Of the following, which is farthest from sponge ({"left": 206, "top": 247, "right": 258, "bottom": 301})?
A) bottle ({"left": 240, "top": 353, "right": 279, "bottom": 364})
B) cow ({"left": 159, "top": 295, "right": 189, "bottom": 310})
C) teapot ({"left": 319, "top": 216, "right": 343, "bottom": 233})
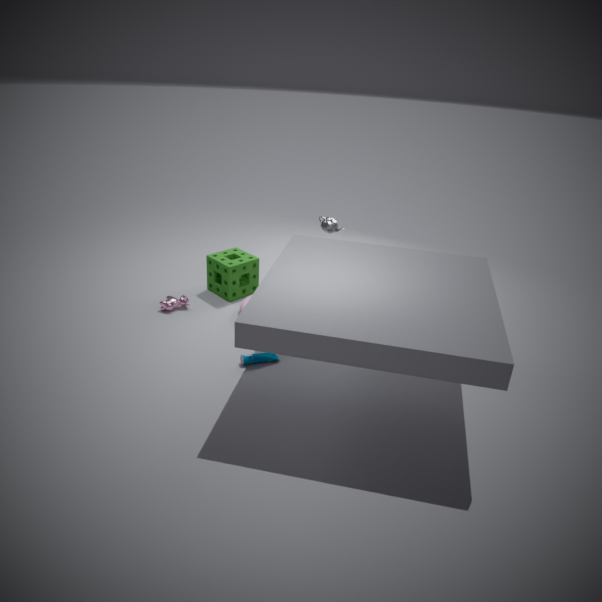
bottle ({"left": 240, "top": 353, "right": 279, "bottom": 364})
